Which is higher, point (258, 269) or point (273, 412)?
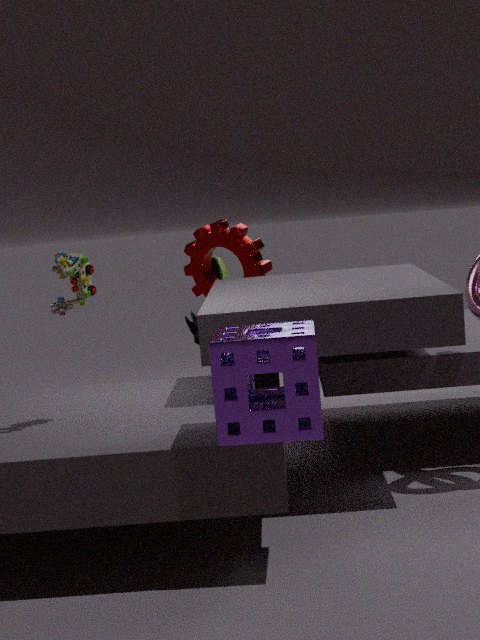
point (258, 269)
